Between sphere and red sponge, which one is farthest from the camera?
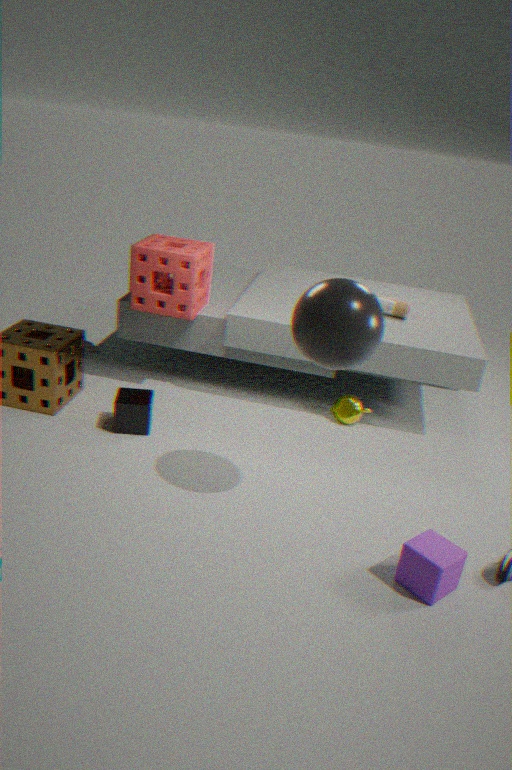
red sponge
